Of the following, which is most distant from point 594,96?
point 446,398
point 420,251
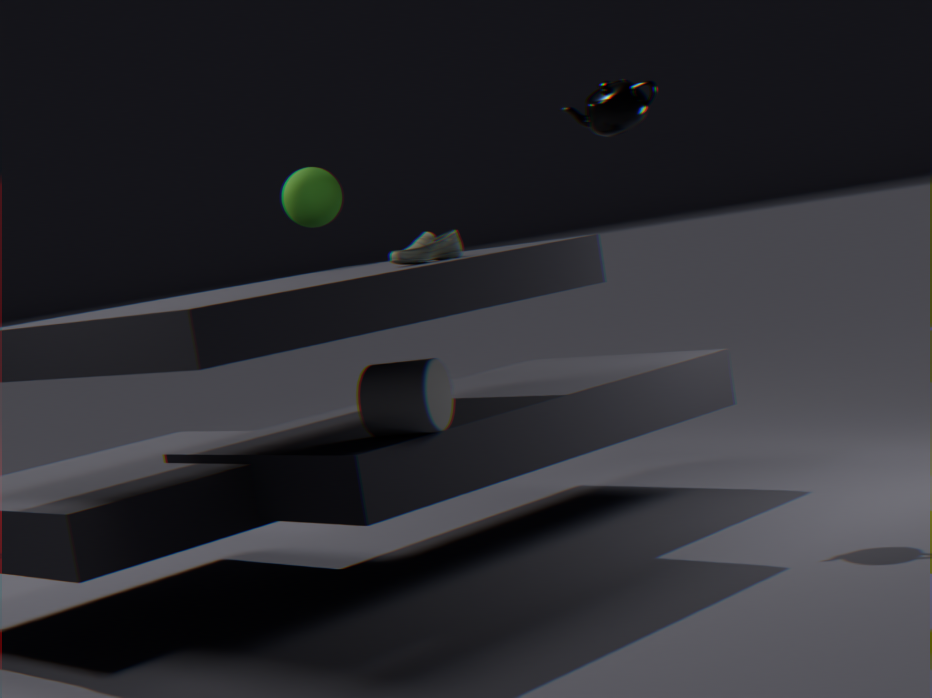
point 446,398
